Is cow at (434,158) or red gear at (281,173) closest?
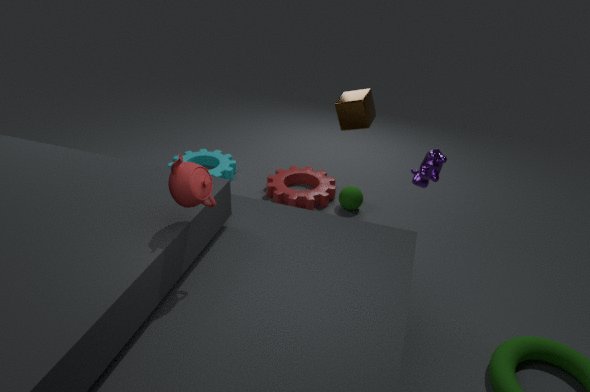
cow at (434,158)
